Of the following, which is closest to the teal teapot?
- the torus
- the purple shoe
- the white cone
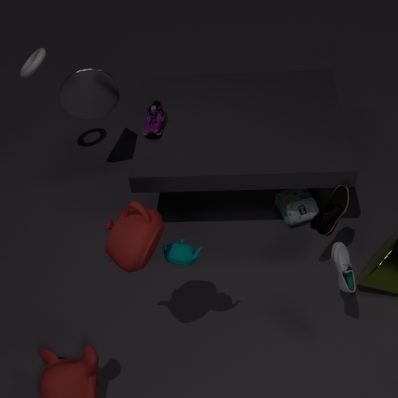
the purple shoe
